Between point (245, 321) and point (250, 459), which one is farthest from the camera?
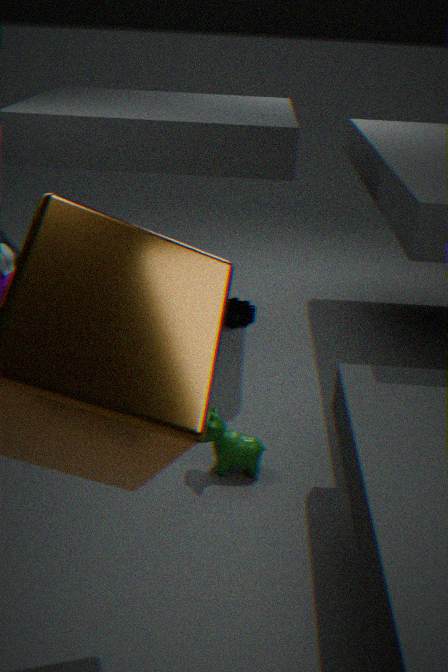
point (245, 321)
